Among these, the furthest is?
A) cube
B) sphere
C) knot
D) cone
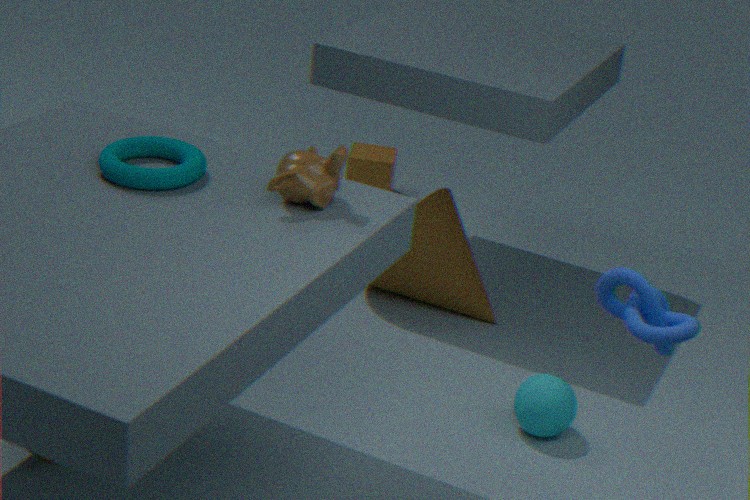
cube
